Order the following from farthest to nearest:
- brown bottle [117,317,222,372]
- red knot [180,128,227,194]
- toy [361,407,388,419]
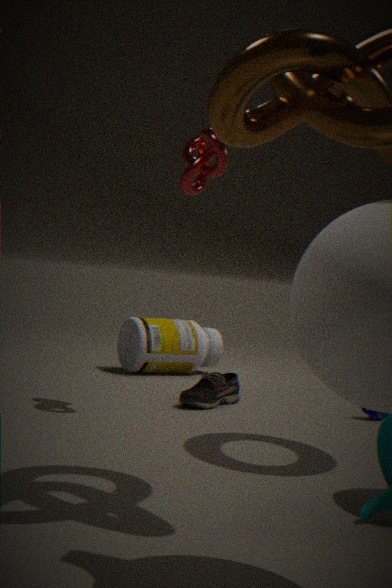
brown bottle [117,317,222,372], toy [361,407,388,419], red knot [180,128,227,194]
